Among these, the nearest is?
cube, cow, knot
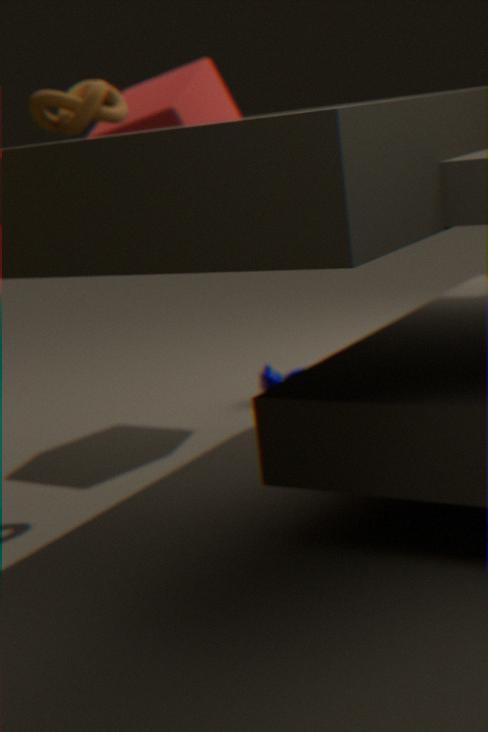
knot
